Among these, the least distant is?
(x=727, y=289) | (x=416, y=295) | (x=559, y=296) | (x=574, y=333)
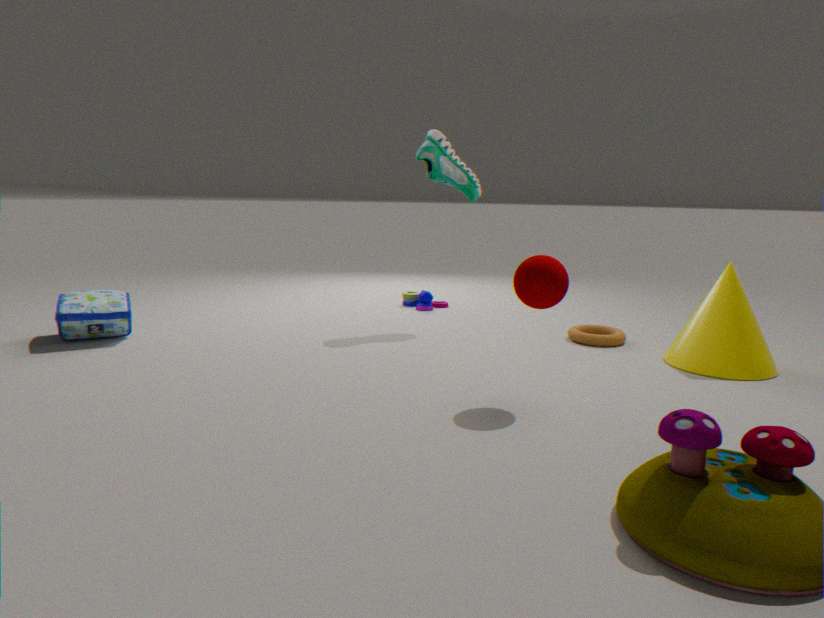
(x=559, y=296)
